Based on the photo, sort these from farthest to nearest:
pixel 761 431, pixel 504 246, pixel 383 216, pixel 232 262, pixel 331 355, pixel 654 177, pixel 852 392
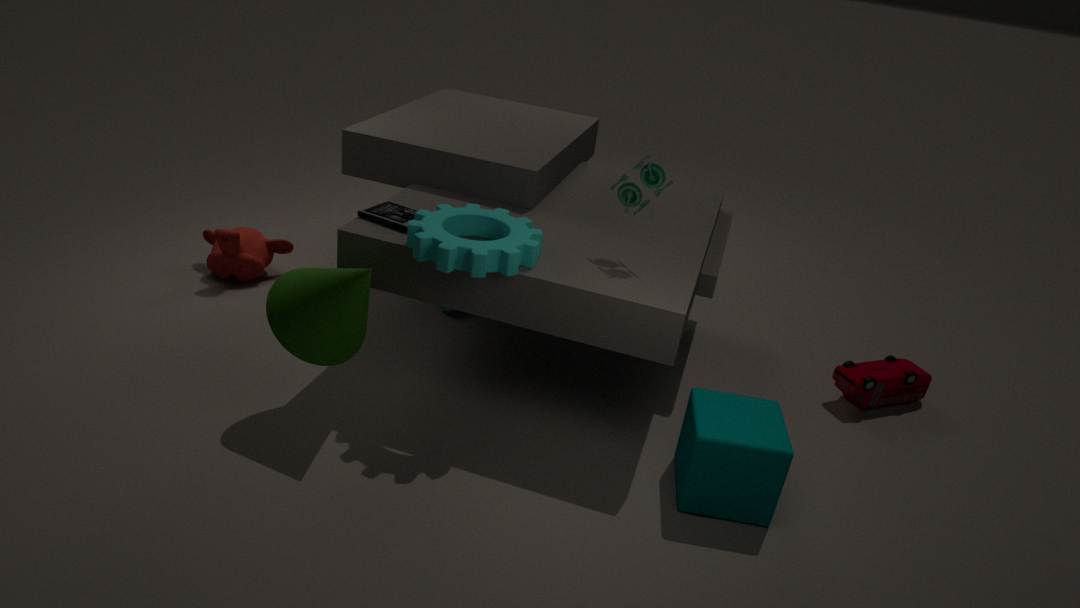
pixel 232 262 → pixel 852 392 → pixel 383 216 → pixel 654 177 → pixel 331 355 → pixel 504 246 → pixel 761 431
